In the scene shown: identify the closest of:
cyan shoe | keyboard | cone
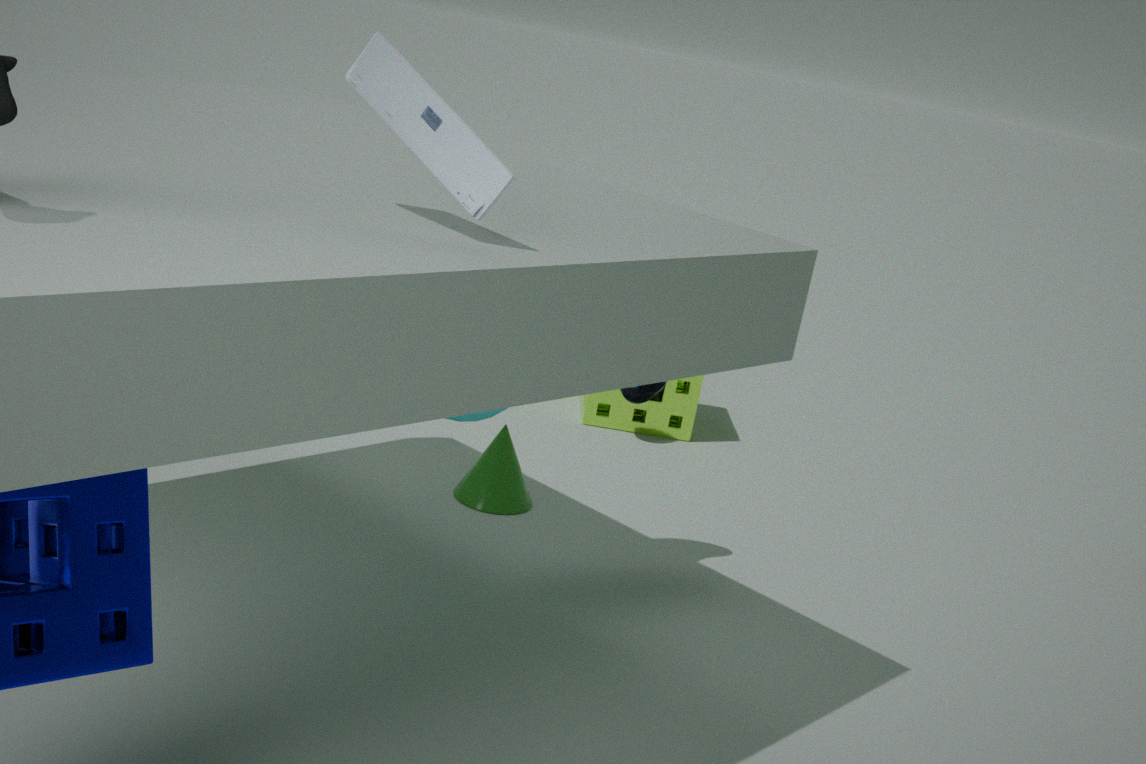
keyboard
